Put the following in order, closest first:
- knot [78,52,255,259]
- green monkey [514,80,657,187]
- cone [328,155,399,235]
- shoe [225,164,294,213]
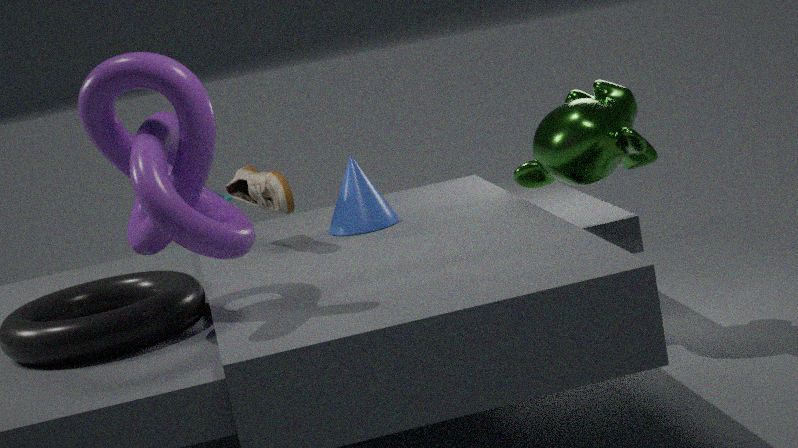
knot [78,52,255,259], shoe [225,164,294,213], green monkey [514,80,657,187], cone [328,155,399,235]
